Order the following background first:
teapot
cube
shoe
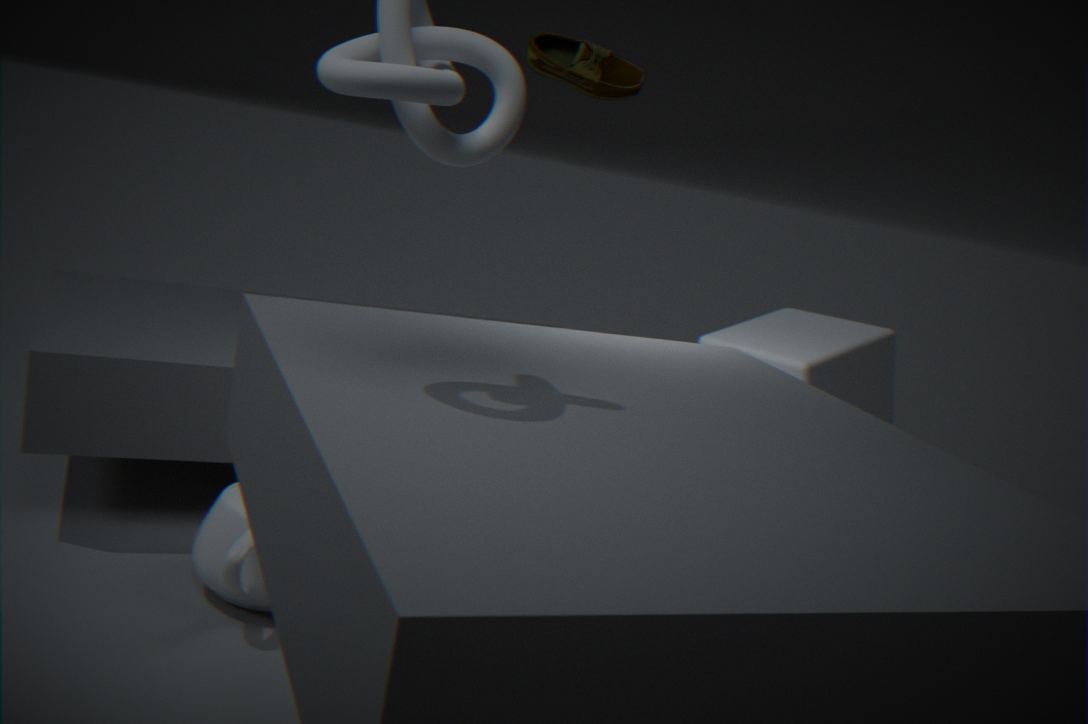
1. cube
2. teapot
3. shoe
